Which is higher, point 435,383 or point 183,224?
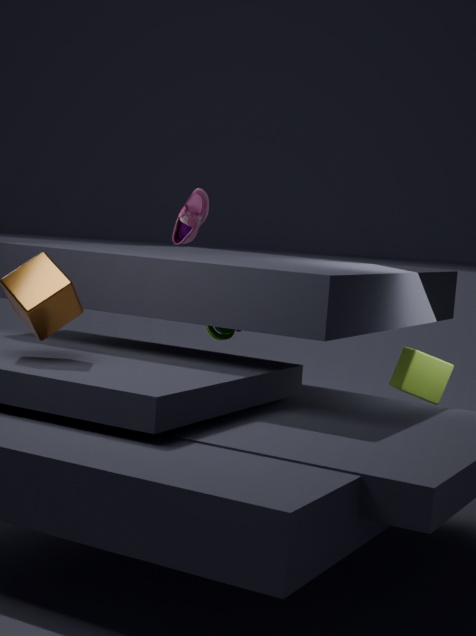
point 183,224
